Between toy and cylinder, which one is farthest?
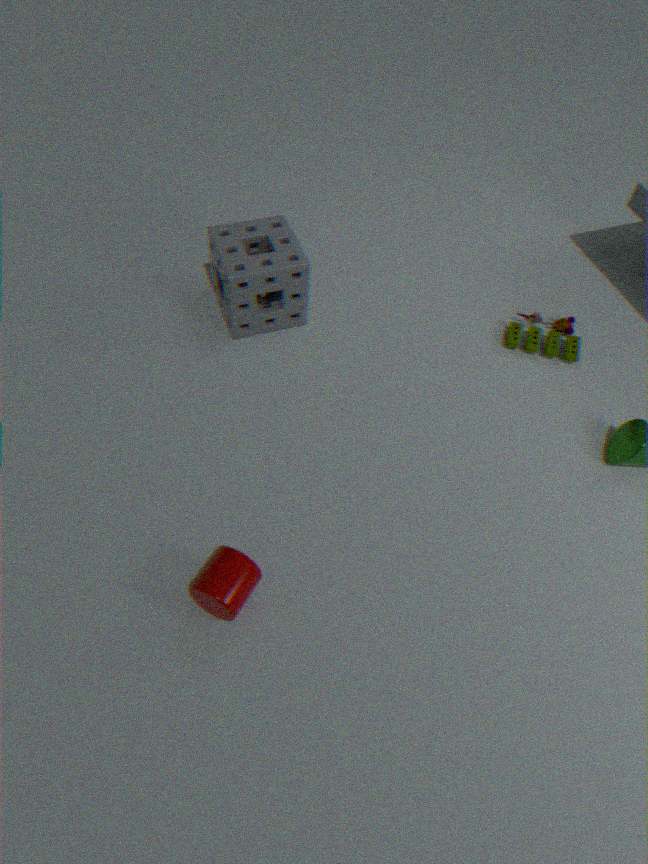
toy
